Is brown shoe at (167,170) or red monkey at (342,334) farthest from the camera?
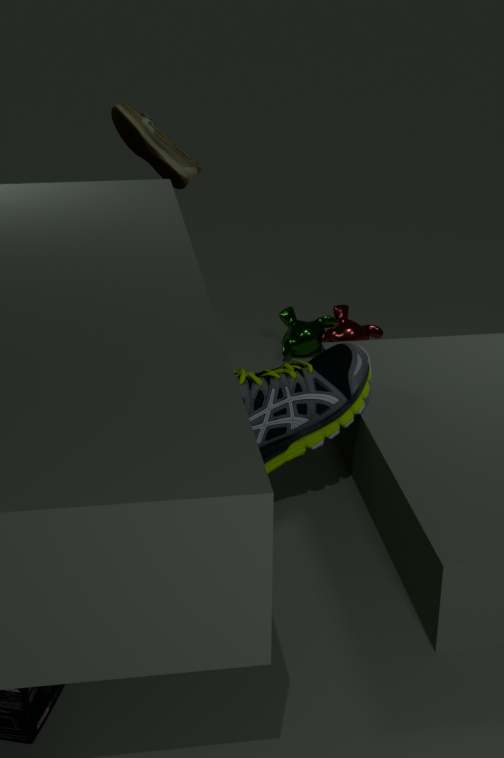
red monkey at (342,334)
